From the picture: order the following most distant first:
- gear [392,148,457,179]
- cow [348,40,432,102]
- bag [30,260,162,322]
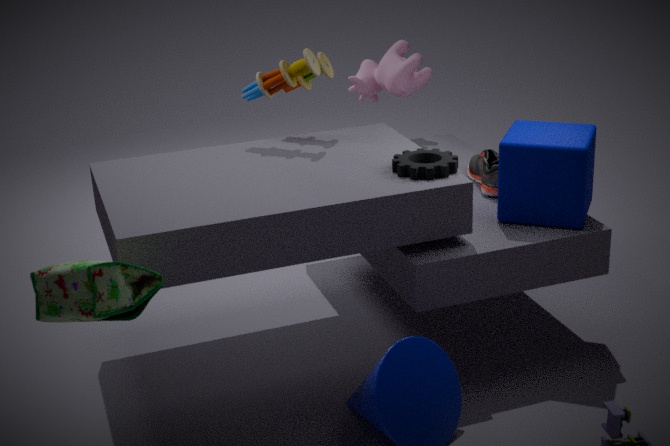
cow [348,40,432,102] < gear [392,148,457,179] < bag [30,260,162,322]
